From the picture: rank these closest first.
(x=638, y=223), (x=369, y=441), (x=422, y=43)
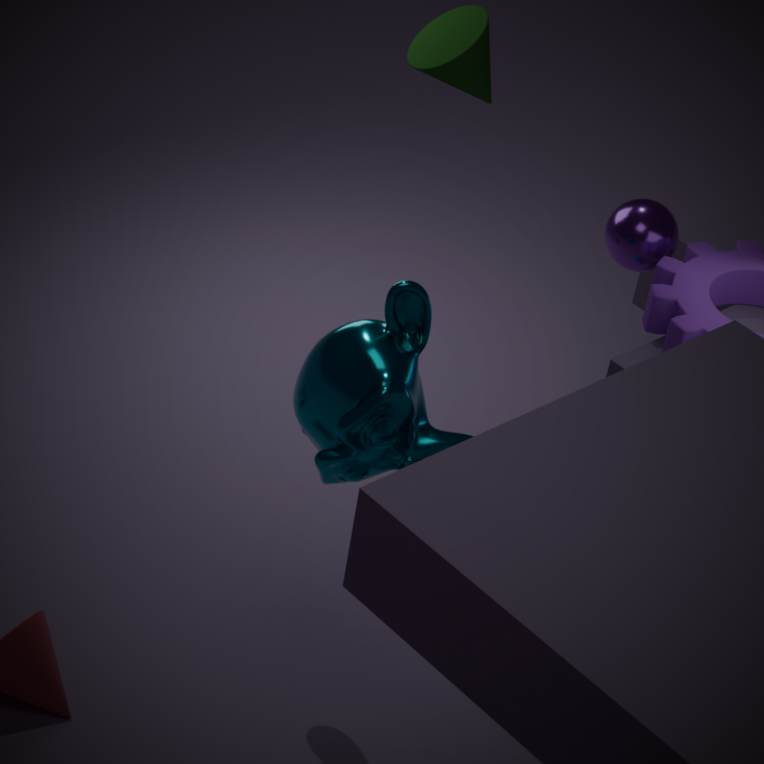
(x=369, y=441), (x=422, y=43), (x=638, y=223)
